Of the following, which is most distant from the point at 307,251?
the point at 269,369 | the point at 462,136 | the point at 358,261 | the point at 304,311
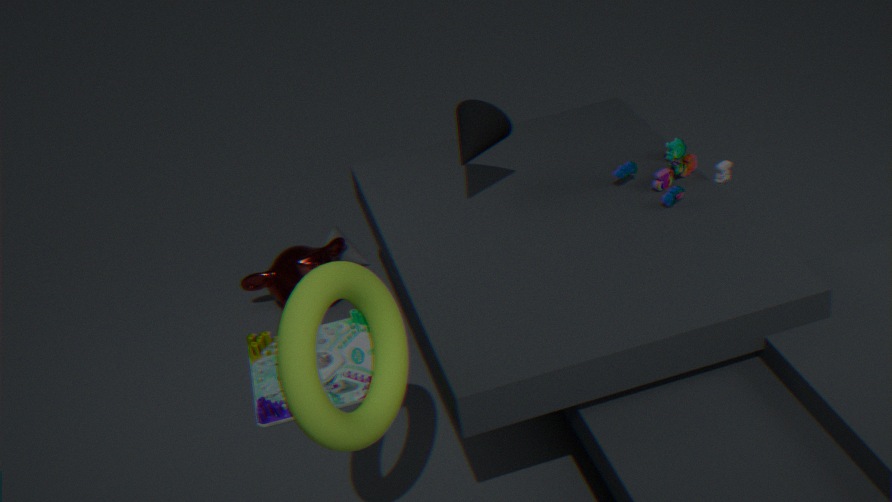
the point at 304,311
